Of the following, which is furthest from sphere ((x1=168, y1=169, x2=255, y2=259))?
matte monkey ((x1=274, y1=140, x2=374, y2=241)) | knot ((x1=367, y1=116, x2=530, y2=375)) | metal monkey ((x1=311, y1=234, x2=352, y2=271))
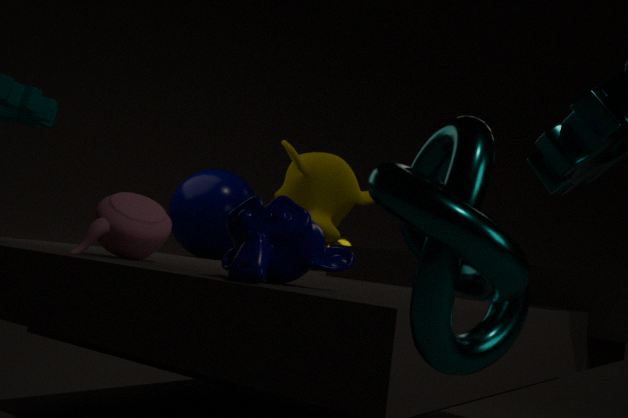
knot ((x1=367, y1=116, x2=530, y2=375))
